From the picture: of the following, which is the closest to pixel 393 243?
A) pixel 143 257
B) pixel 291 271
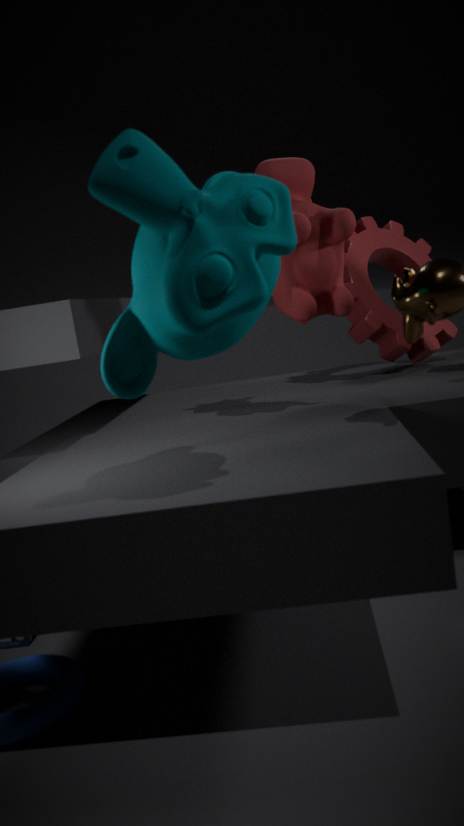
pixel 291 271
